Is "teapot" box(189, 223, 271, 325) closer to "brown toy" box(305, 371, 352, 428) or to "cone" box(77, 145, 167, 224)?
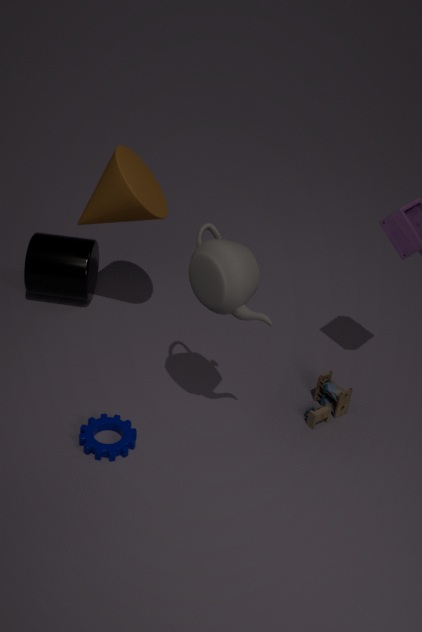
"cone" box(77, 145, 167, 224)
